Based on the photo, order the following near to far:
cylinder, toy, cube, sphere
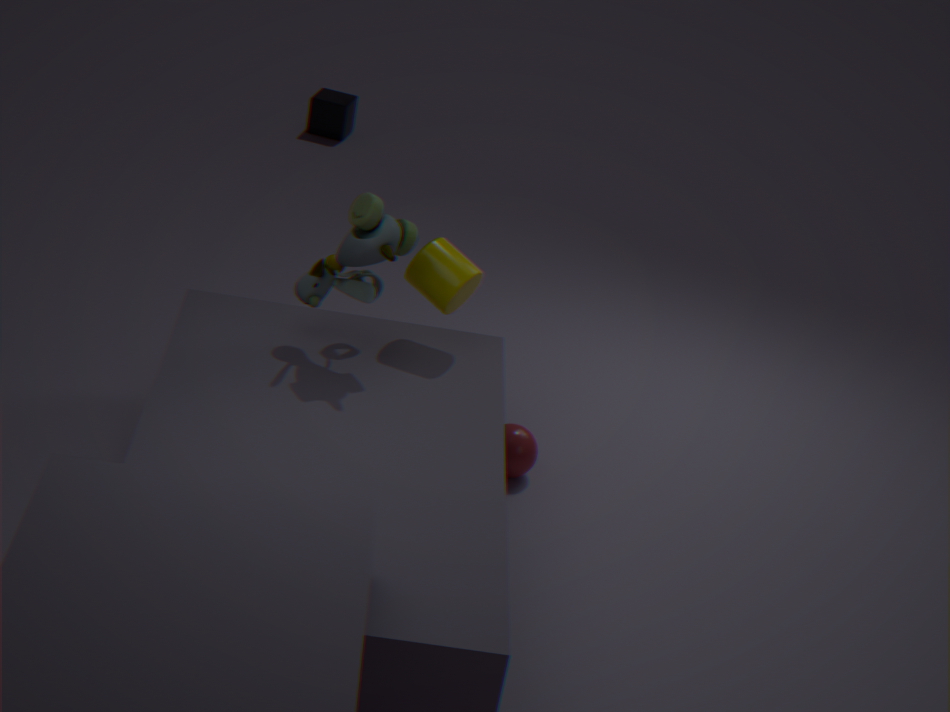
1. toy
2. cylinder
3. sphere
4. cube
